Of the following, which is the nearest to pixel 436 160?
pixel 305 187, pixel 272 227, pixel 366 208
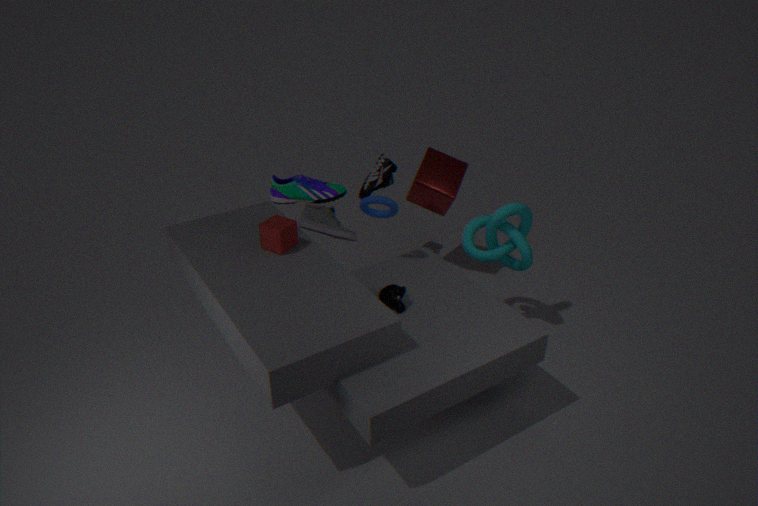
pixel 366 208
